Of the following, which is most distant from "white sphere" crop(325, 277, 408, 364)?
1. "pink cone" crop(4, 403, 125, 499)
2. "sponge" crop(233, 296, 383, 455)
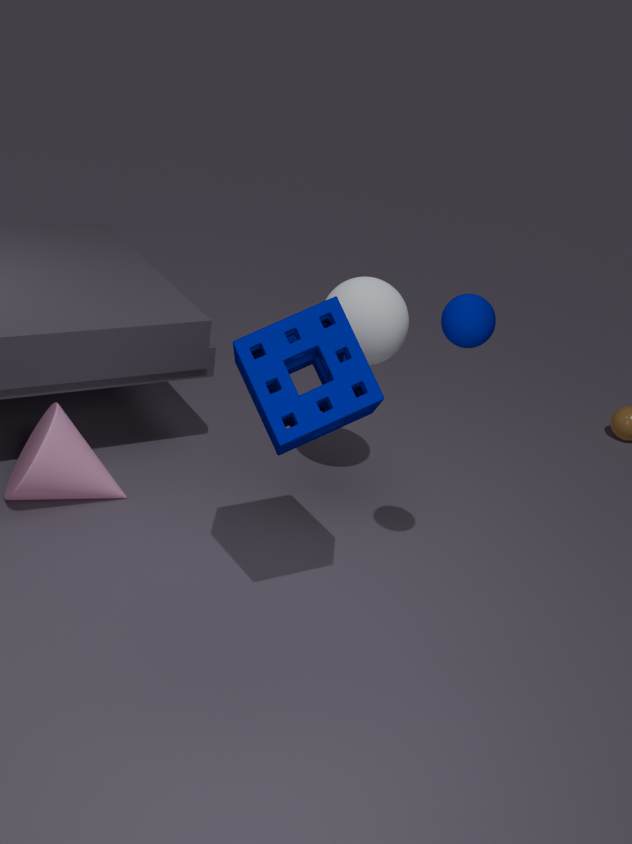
"pink cone" crop(4, 403, 125, 499)
